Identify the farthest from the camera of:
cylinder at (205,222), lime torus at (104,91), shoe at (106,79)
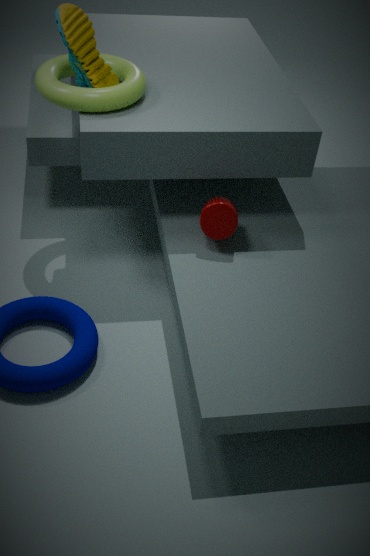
Result: cylinder at (205,222)
